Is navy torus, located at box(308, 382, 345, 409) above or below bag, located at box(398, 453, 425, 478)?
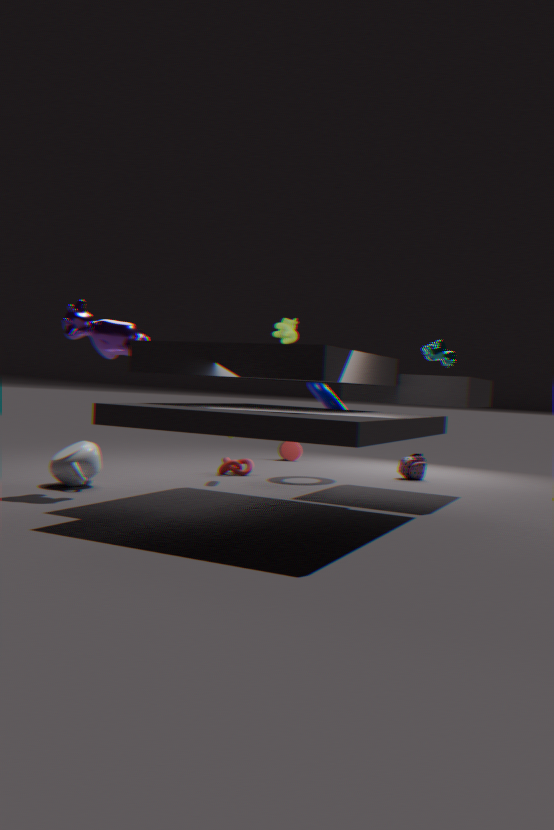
above
